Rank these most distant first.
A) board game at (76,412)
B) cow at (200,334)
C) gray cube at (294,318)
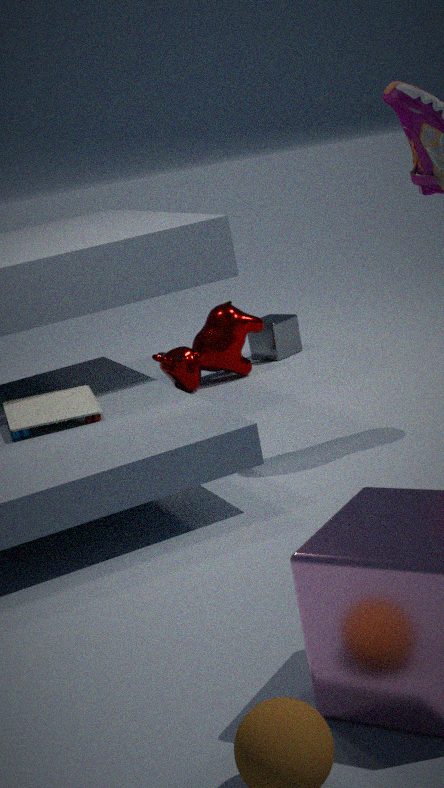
C. gray cube at (294,318) < B. cow at (200,334) < A. board game at (76,412)
